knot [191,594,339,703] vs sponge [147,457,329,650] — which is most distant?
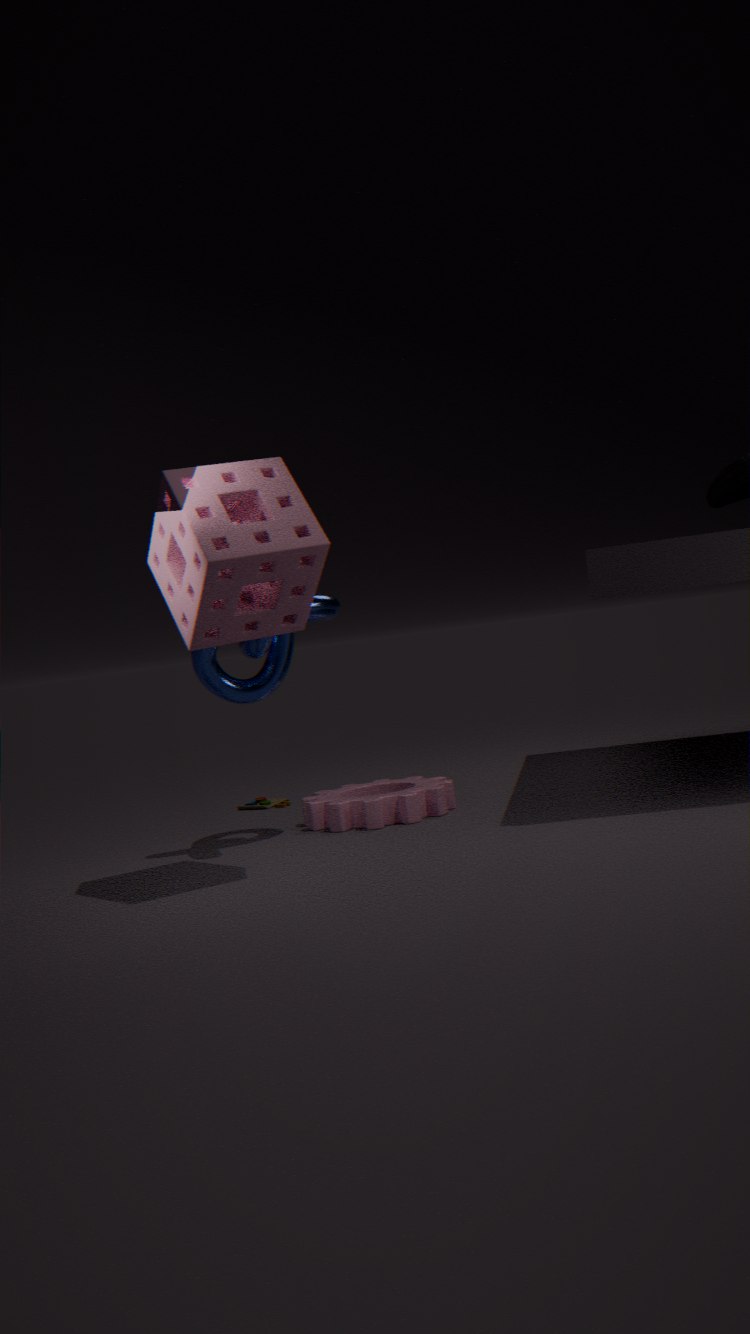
knot [191,594,339,703]
